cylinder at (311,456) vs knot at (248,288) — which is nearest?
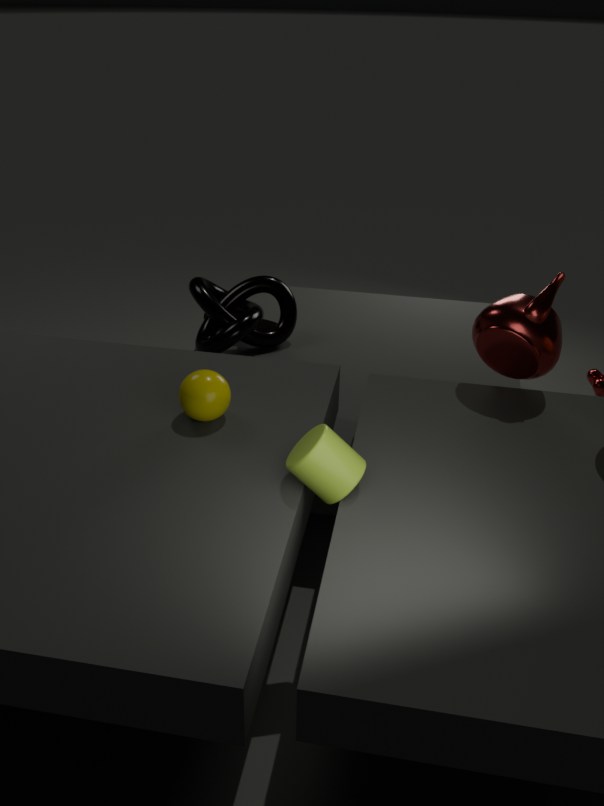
cylinder at (311,456)
